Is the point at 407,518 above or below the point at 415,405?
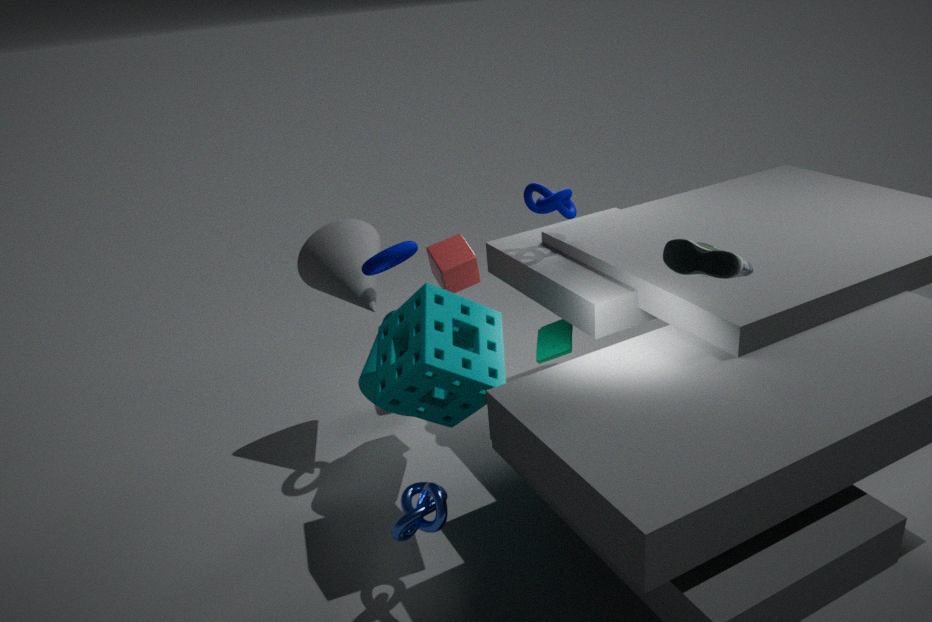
below
